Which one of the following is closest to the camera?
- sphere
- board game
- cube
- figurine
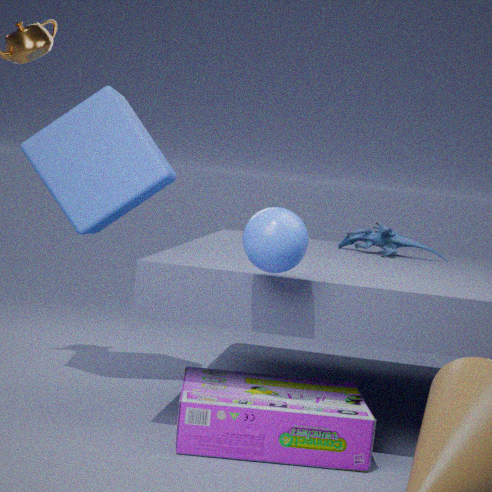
sphere
